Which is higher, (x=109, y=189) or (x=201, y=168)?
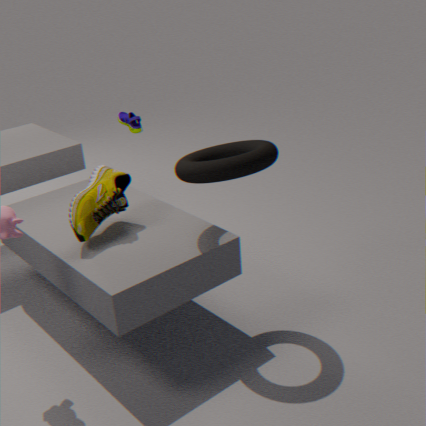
(x=201, y=168)
